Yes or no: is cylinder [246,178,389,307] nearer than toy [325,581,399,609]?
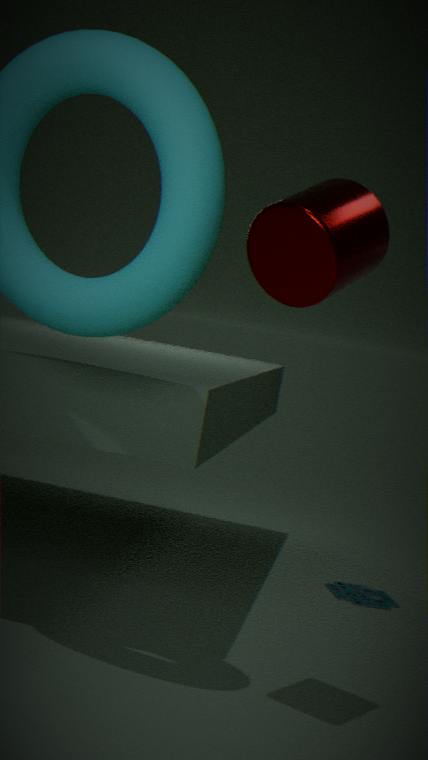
Yes
